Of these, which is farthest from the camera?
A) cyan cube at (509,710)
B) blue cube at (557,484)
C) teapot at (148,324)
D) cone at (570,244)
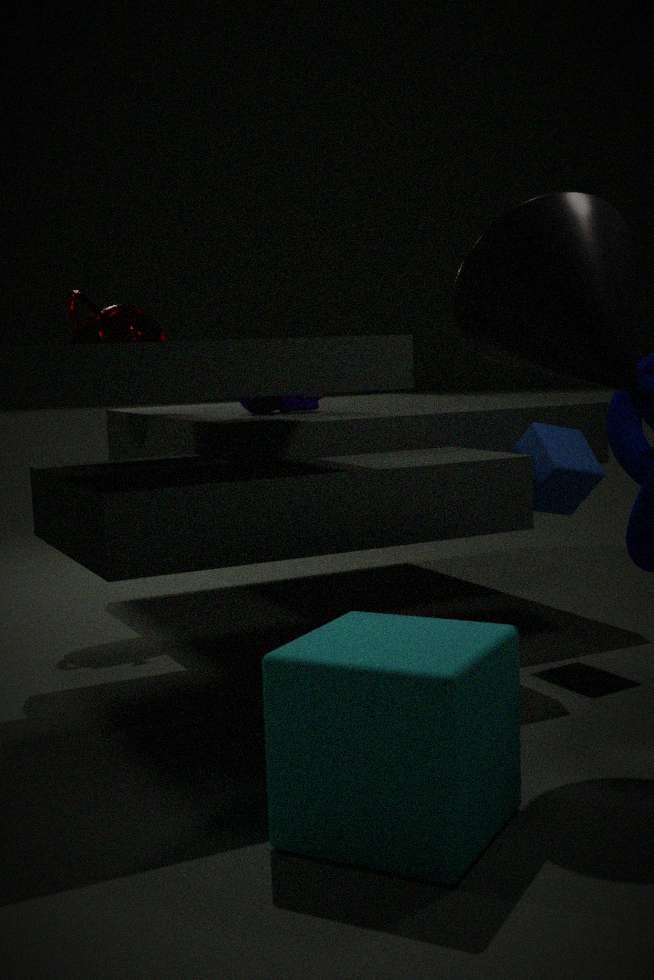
teapot at (148,324)
